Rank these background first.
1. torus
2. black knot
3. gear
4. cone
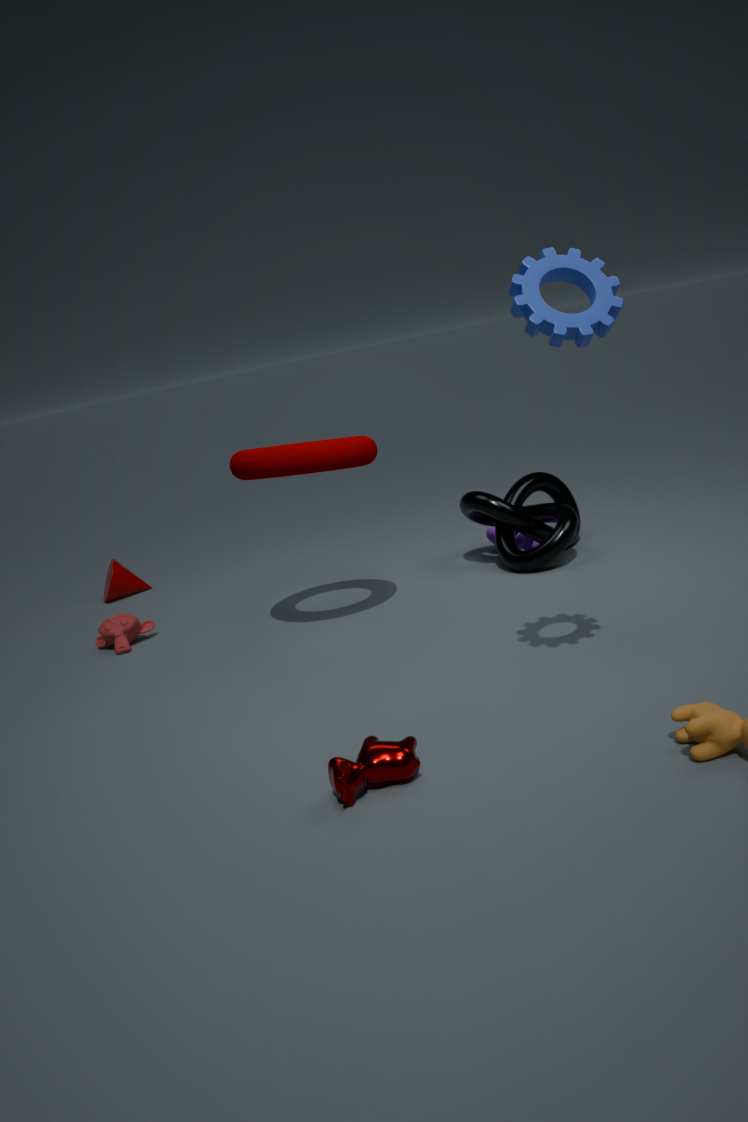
1. cone
2. black knot
3. torus
4. gear
